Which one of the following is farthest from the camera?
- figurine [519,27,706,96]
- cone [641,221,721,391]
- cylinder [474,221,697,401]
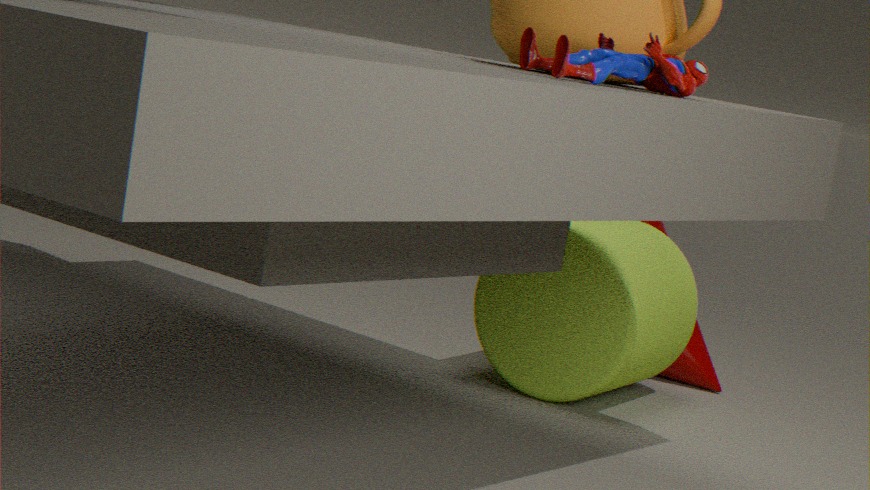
cone [641,221,721,391]
